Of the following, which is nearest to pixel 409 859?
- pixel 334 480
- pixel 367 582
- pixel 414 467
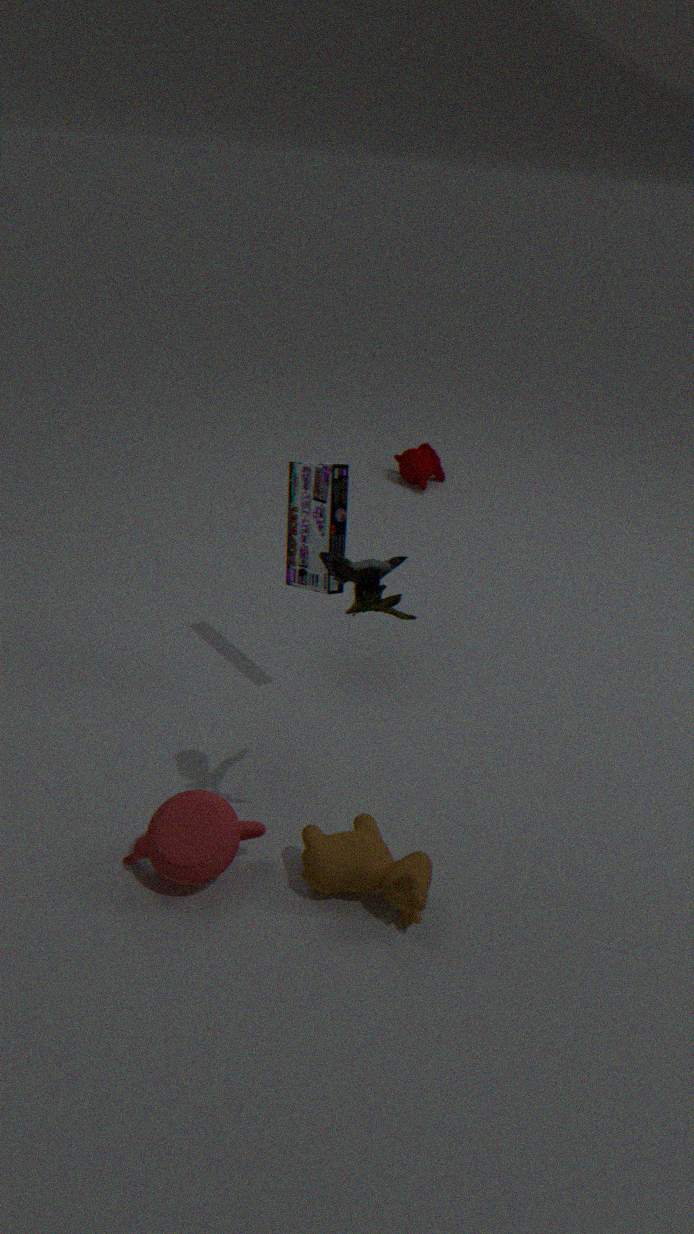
pixel 367 582
